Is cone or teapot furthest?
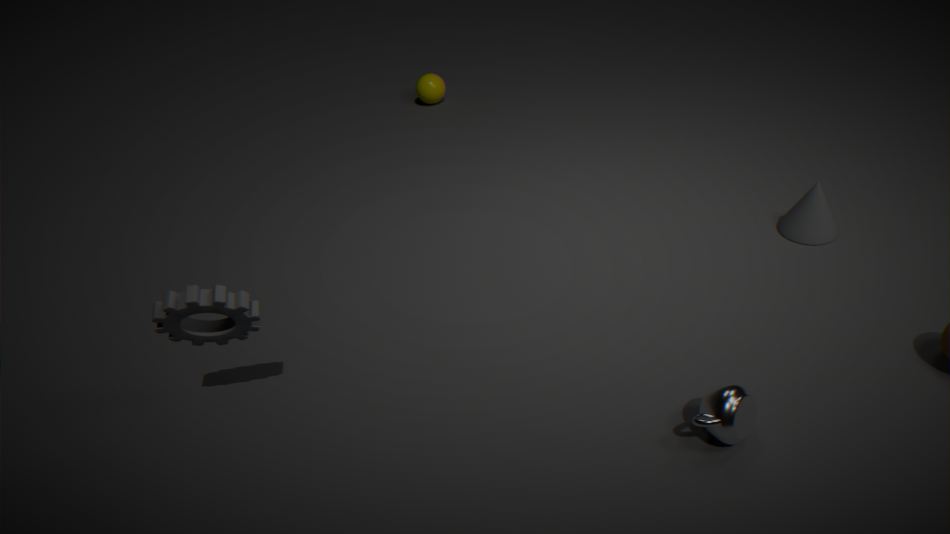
cone
